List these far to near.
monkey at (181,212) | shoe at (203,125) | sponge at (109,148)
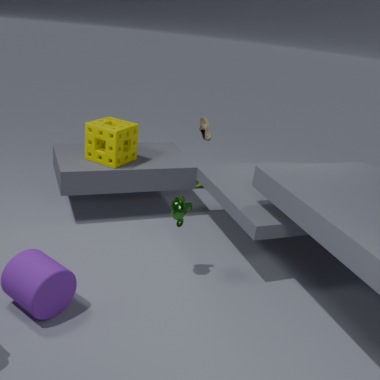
1. shoe at (203,125)
2. sponge at (109,148)
3. monkey at (181,212)
